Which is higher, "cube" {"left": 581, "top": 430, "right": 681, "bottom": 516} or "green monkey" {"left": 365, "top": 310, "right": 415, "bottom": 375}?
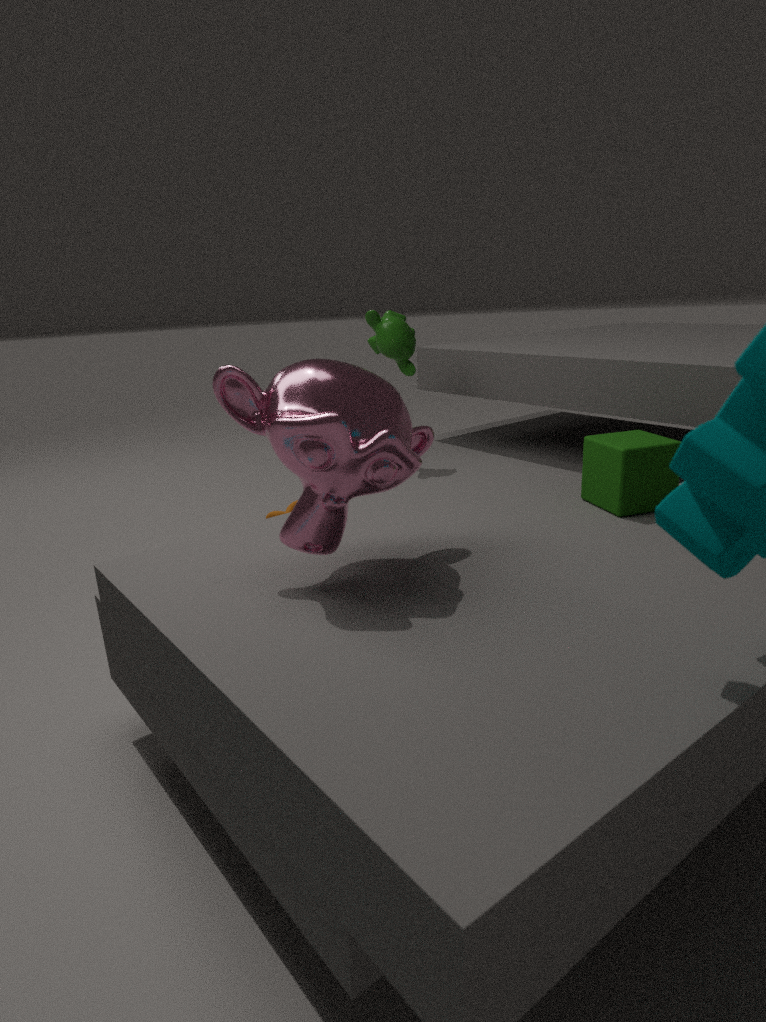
"green monkey" {"left": 365, "top": 310, "right": 415, "bottom": 375}
